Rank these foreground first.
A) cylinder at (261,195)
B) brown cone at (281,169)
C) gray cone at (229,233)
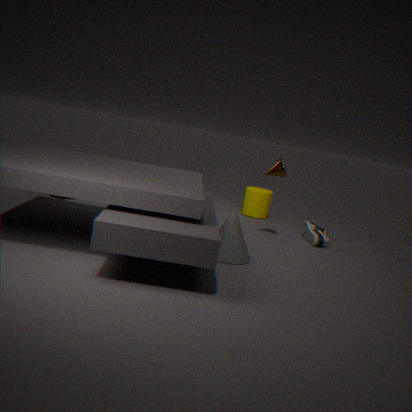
gray cone at (229,233) → brown cone at (281,169) → cylinder at (261,195)
